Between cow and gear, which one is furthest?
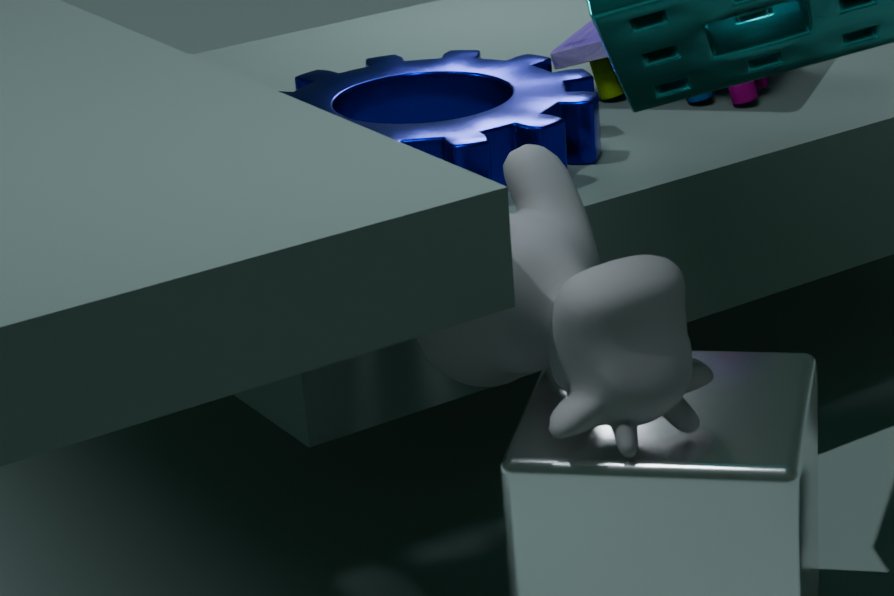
gear
